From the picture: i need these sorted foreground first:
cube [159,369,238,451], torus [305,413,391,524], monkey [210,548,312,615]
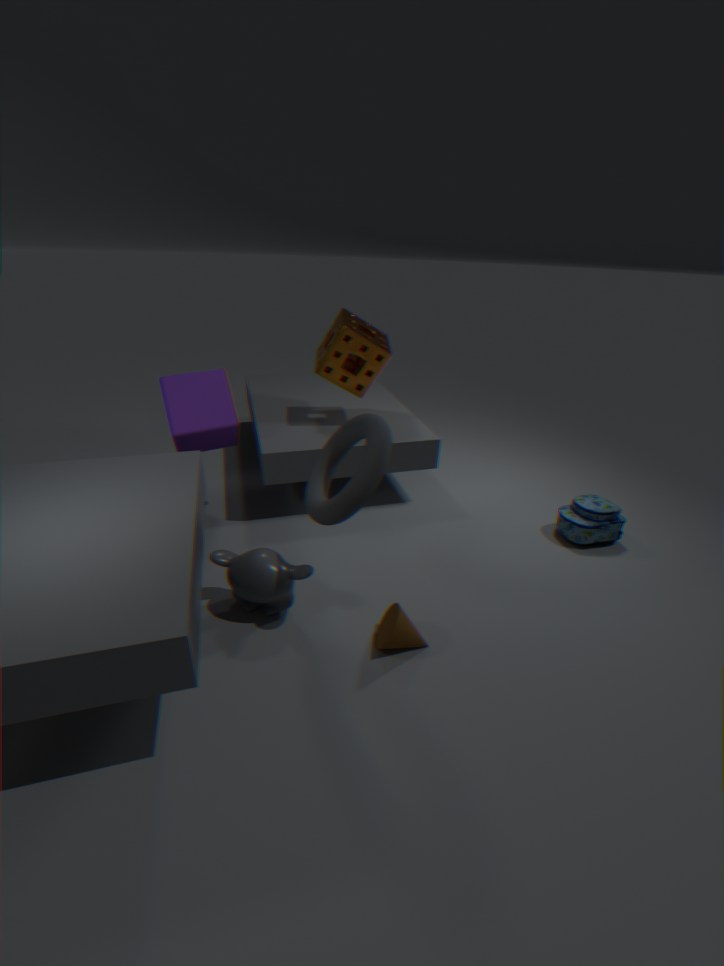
torus [305,413,391,524], monkey [210,548,312,615], cube [159,369,238,451]
